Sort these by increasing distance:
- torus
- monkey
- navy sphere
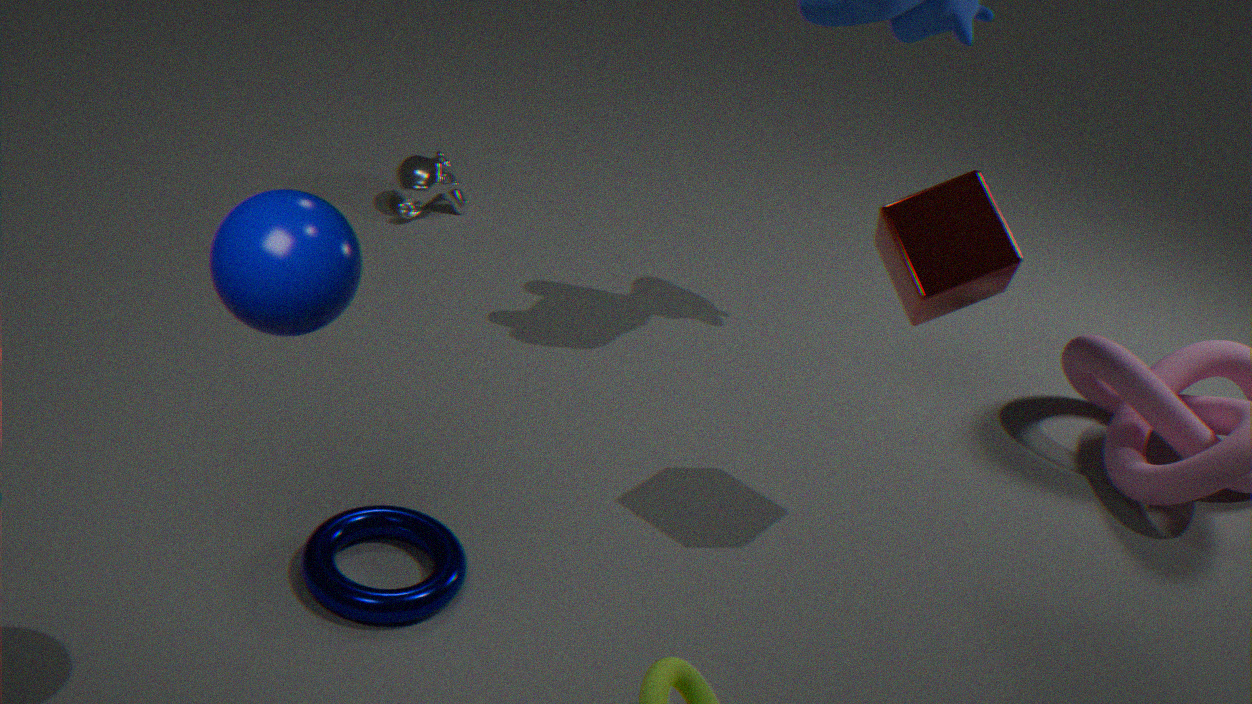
navy sphere < torus < monkey
